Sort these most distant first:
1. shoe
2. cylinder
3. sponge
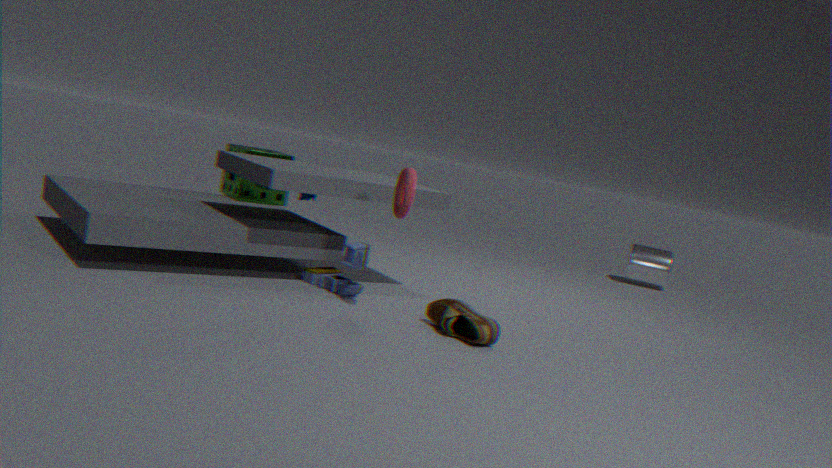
cylinder → sponge → shoe
